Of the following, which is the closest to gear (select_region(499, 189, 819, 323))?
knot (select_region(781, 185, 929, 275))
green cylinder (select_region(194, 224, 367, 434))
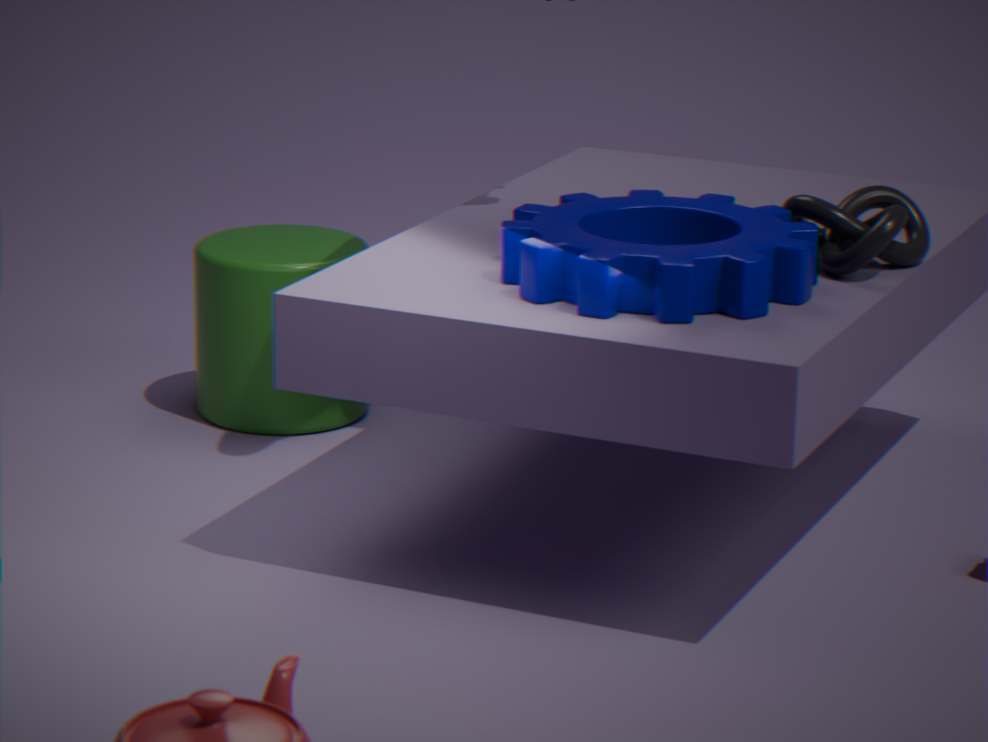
knot (select_region(781, 185, 929, 275))
